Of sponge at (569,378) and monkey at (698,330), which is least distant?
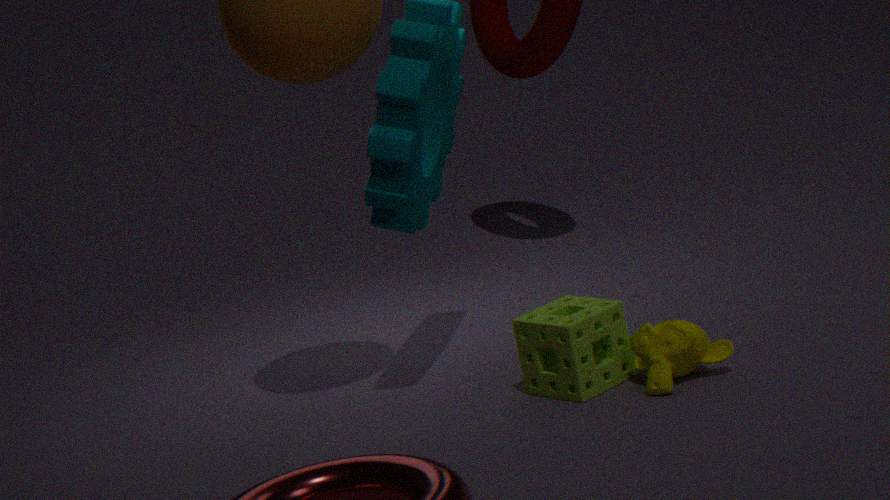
monkey at (698,330)
